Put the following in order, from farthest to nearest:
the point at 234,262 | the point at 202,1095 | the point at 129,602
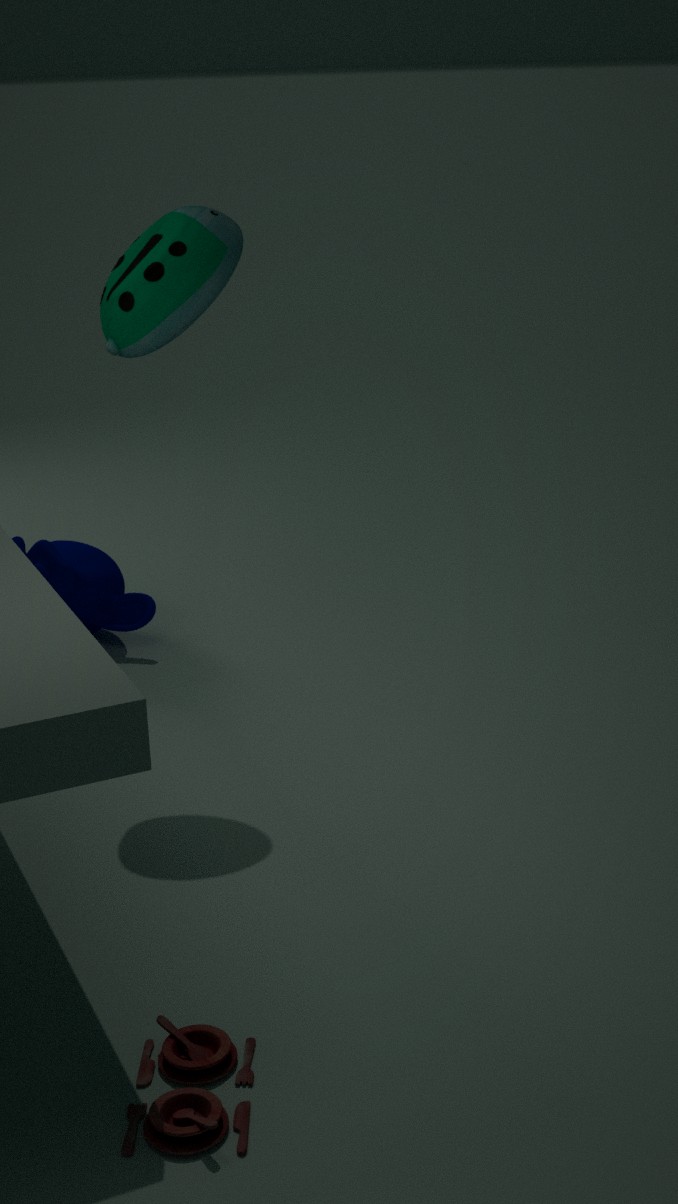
the point at 129,602 < the point at 234,262 < the point at 202,1095
